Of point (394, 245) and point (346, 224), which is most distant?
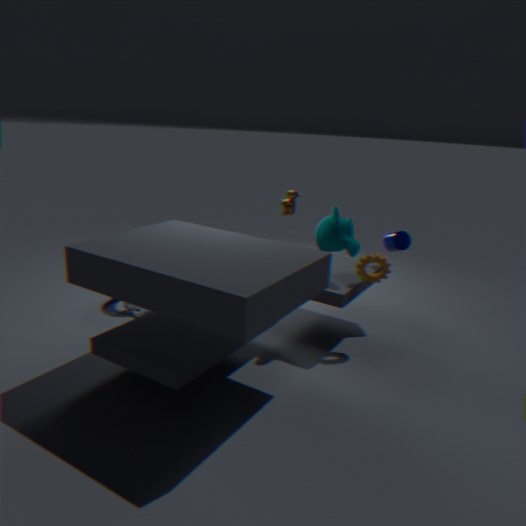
point (394, 245)
